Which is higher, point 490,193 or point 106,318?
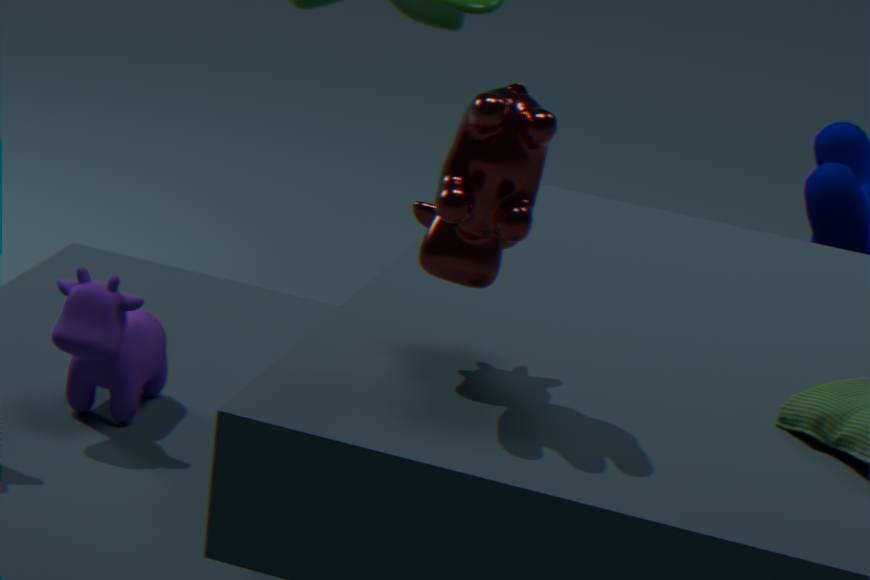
point 490,193
